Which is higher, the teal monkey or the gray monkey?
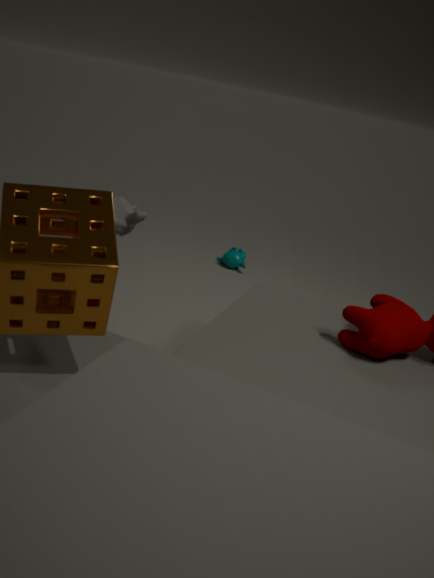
the gray monkey
